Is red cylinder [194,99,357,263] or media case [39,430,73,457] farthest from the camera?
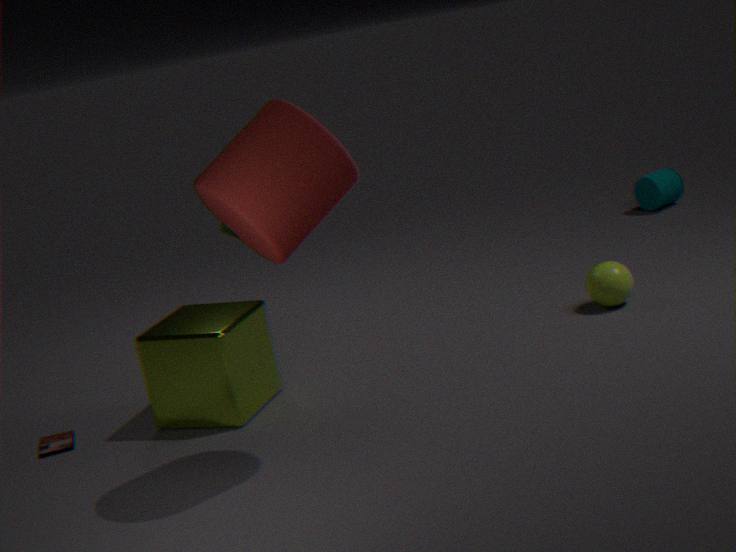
media case [39,430,73,457]
